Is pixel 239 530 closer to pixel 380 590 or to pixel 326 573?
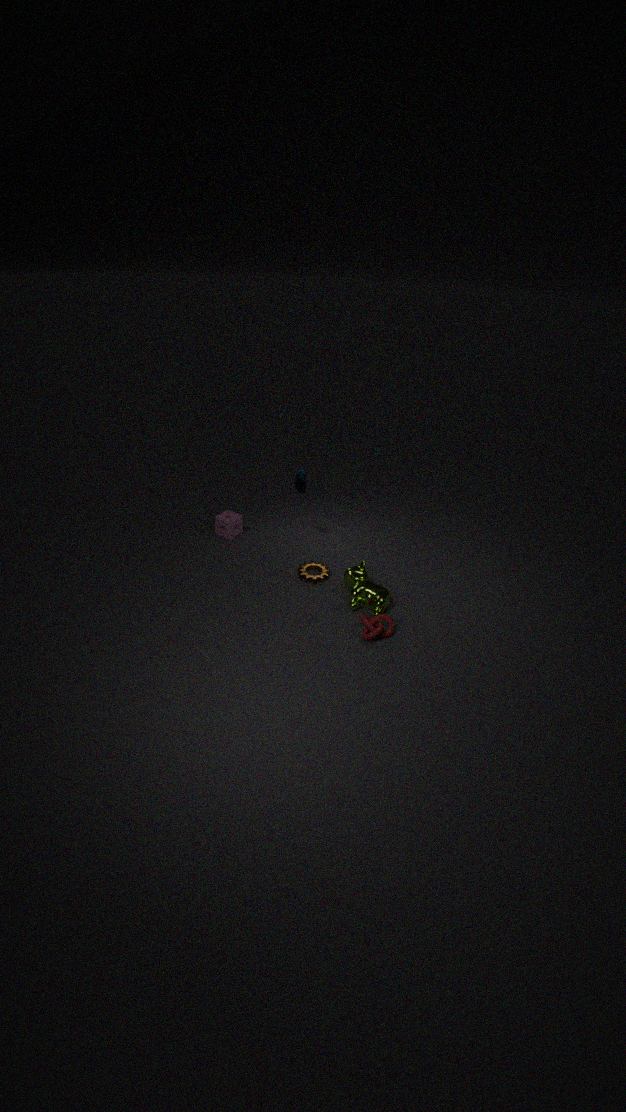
pixel 326 573
